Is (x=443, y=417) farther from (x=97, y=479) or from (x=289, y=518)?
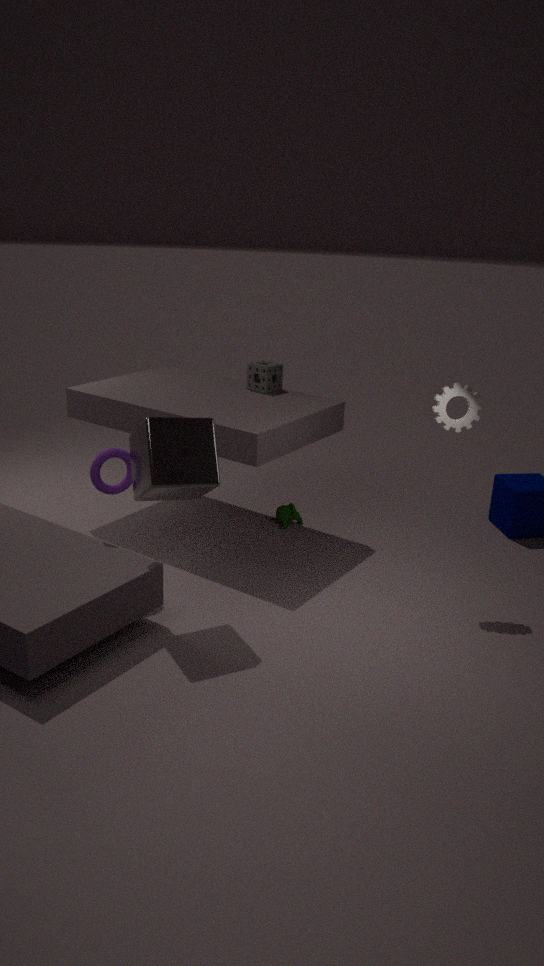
(x=97, y=479)
